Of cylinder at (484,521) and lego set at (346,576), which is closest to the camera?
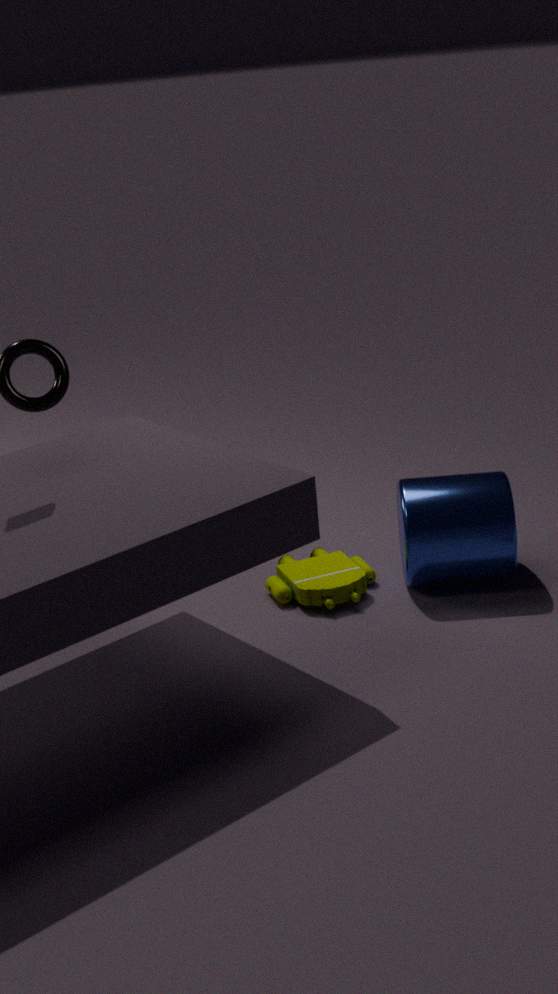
cylinder at (484,521)
